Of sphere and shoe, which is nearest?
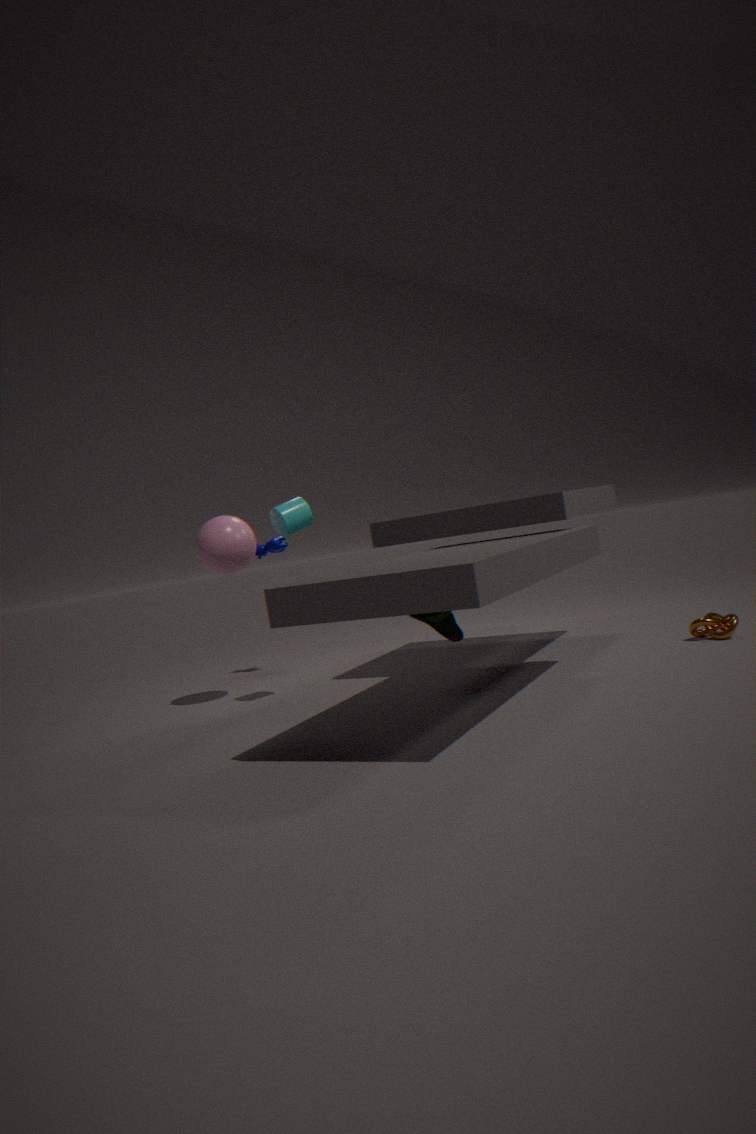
shoe
